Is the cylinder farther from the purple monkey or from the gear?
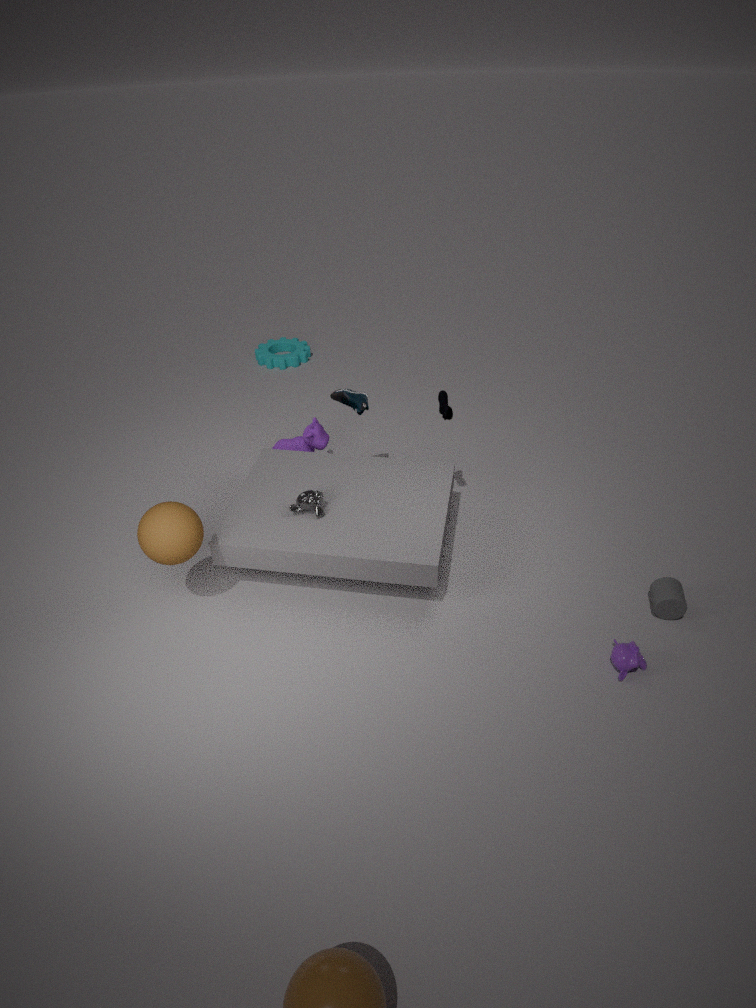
the gear
